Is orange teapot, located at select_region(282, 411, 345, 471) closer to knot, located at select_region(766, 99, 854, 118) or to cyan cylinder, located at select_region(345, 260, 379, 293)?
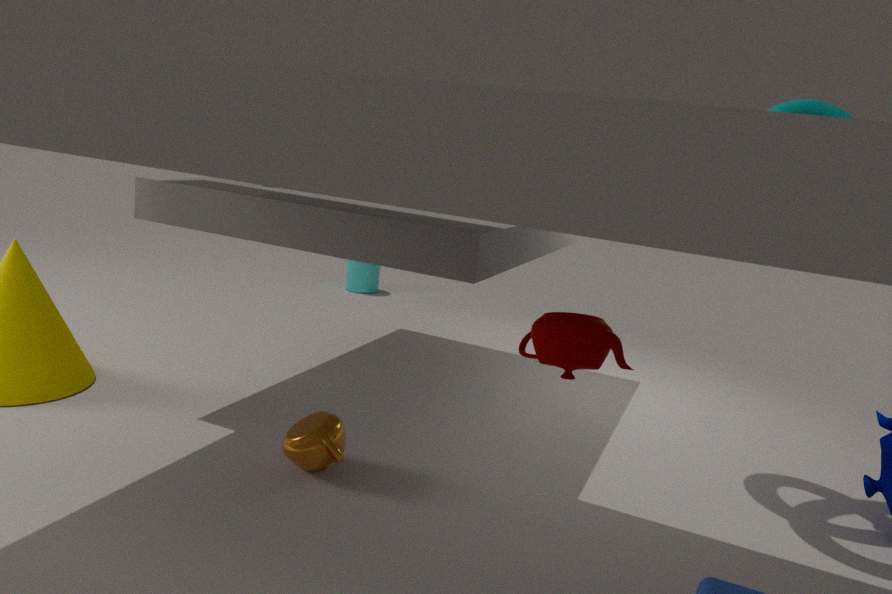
knot, located at select_region(766, 99, 854, 118)
